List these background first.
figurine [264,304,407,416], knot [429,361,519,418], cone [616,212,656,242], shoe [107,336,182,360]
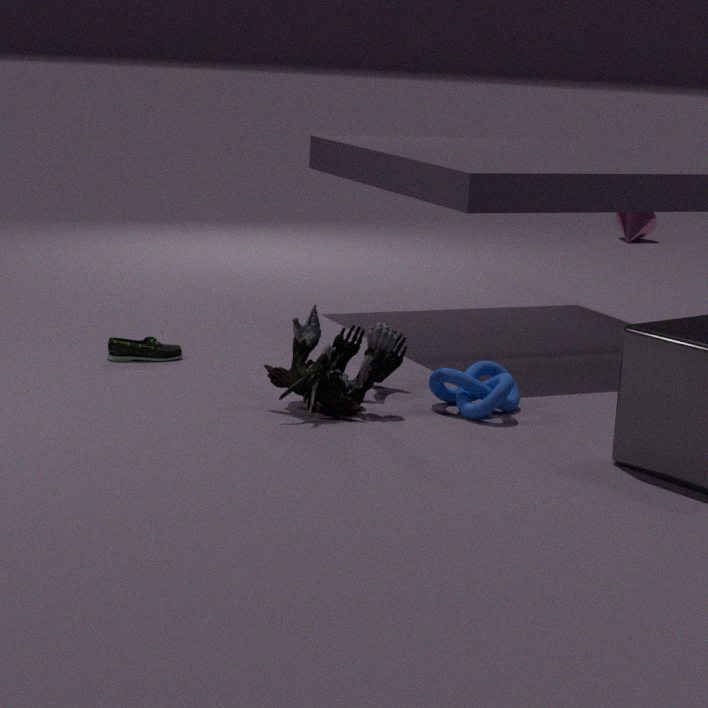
1. cone [616,212,656,242]
2. shoe [107,336,182,360]
3. knot [429,361,519,418]
4. figurine [264,304,407,416]
